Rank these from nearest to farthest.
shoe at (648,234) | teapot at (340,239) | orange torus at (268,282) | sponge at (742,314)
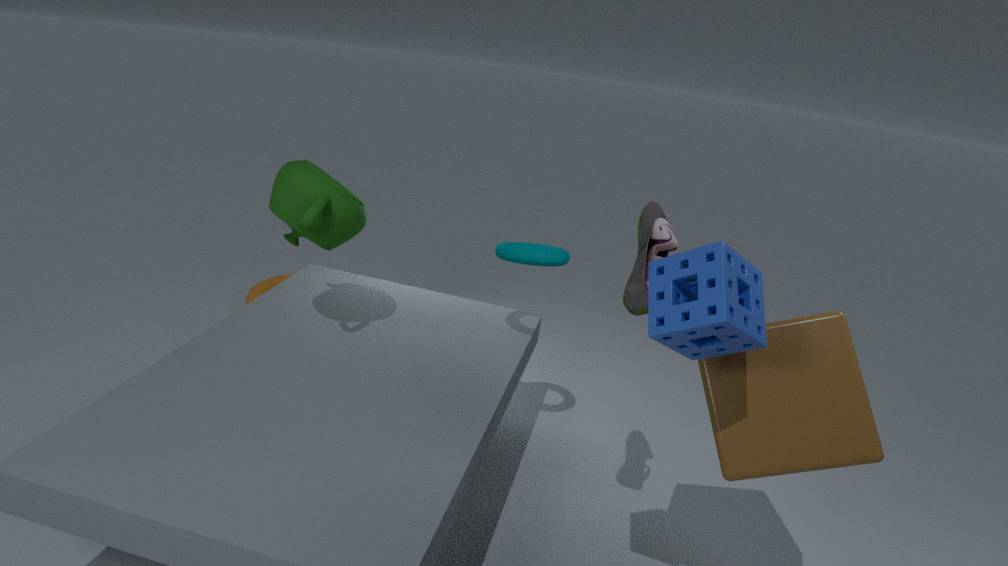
sponge at (742,314) → shoe at (648,234) → teapot at (340,239) → orange torus at (268,282)
